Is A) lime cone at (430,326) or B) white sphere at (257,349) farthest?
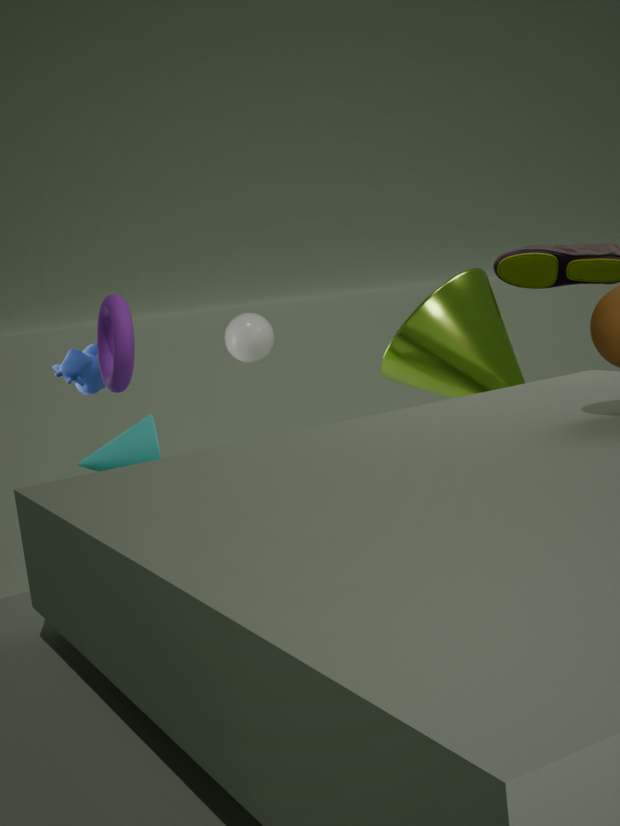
B. white sphere at (257,349)
